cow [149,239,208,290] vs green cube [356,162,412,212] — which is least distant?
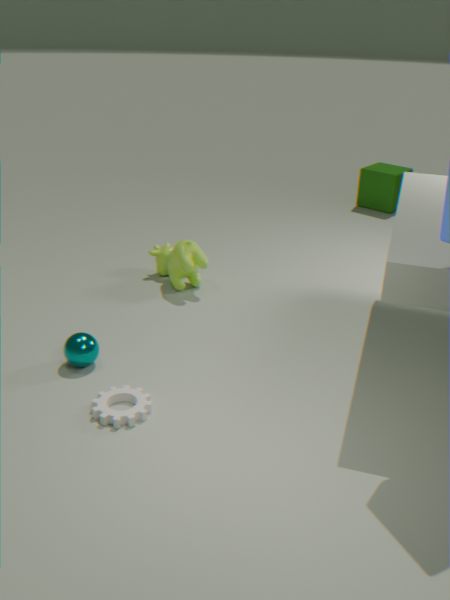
cow [149,239,208,290]
